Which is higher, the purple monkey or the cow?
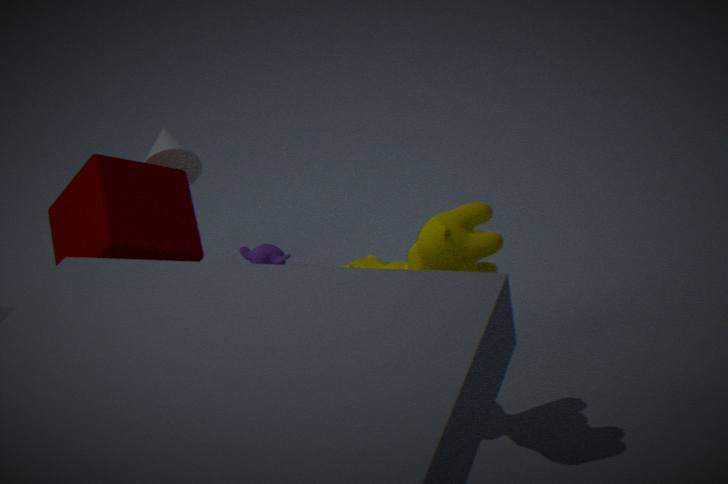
the cow
